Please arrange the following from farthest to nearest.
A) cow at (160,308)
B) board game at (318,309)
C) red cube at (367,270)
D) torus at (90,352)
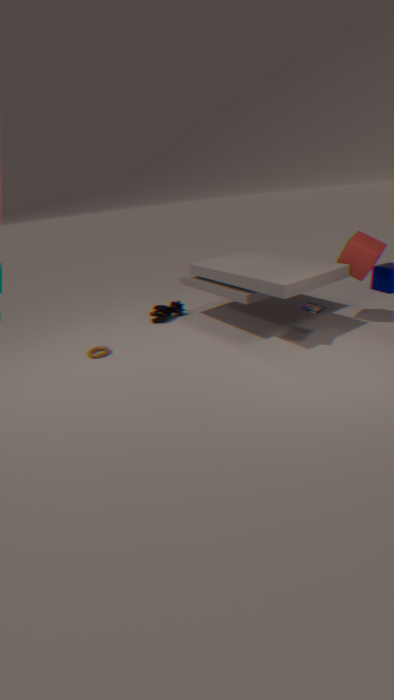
cow at (160,308)
torus at (90,352)
red cube at (367,270)
board game at (318,309)
